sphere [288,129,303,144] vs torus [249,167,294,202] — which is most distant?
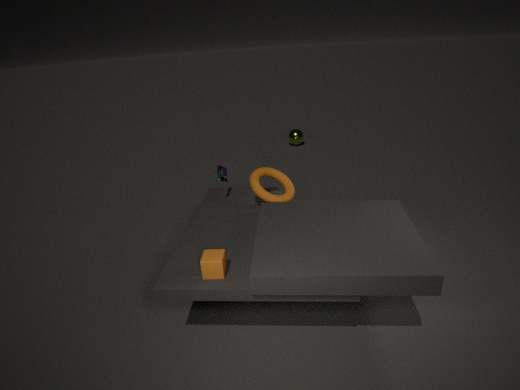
sphere [288,129,303,144]
